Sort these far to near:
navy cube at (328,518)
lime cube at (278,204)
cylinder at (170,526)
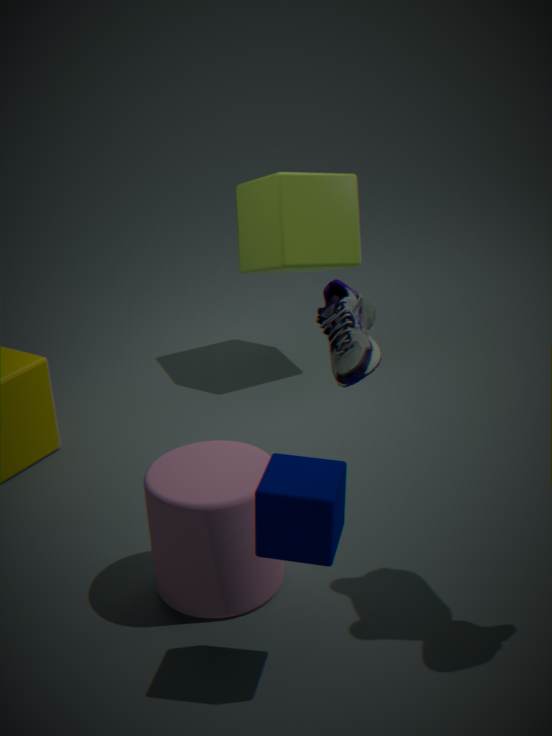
lime cube at (278,204)
cylinder at (170,526)
navy cube at (328,518)
